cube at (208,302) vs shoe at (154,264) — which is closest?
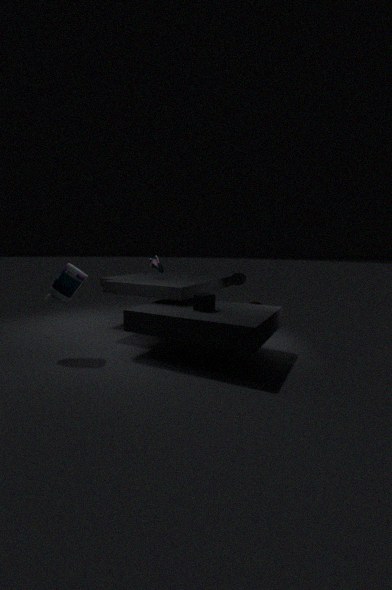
cube at (208,302)
